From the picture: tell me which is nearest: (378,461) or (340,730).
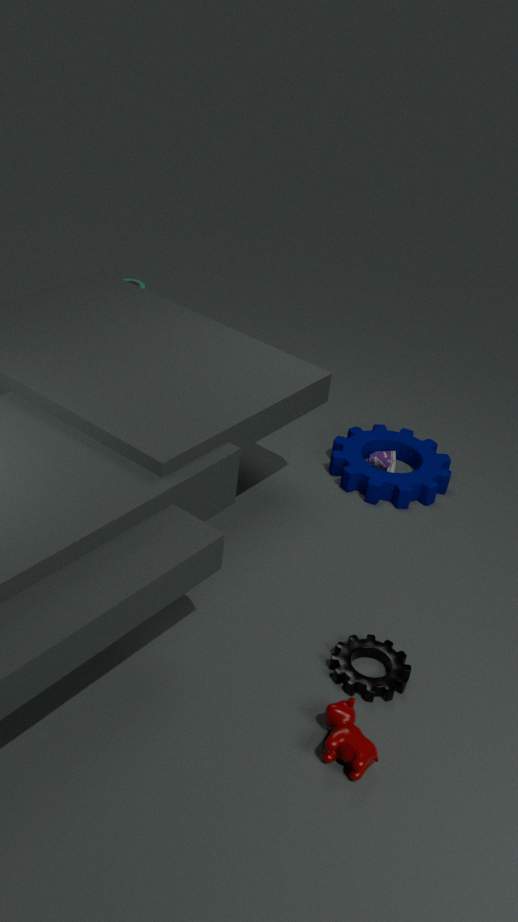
(340,730)
